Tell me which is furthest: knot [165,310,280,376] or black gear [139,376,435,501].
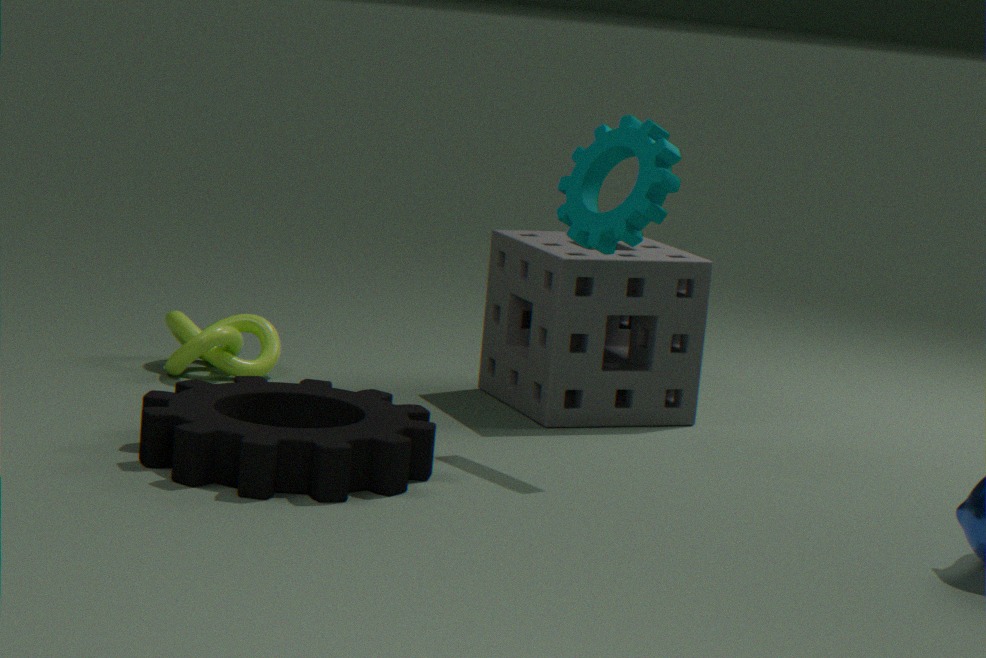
knot [165,310,280,376]
